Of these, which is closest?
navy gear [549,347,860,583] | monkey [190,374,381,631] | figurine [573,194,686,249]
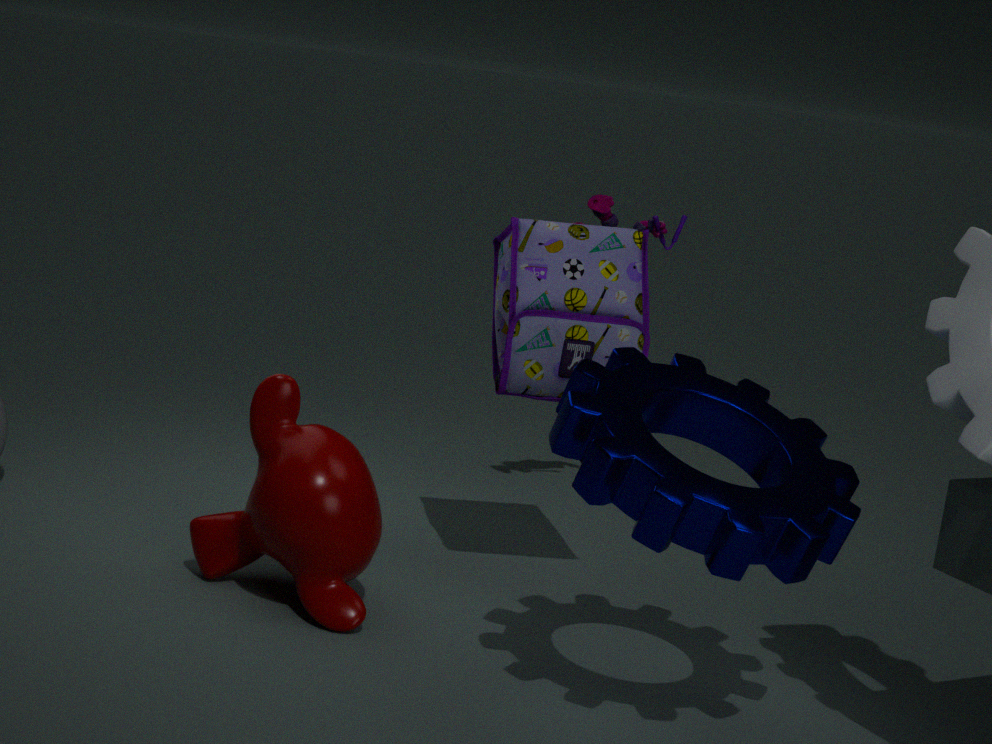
navy gear [549,347,860,583]
